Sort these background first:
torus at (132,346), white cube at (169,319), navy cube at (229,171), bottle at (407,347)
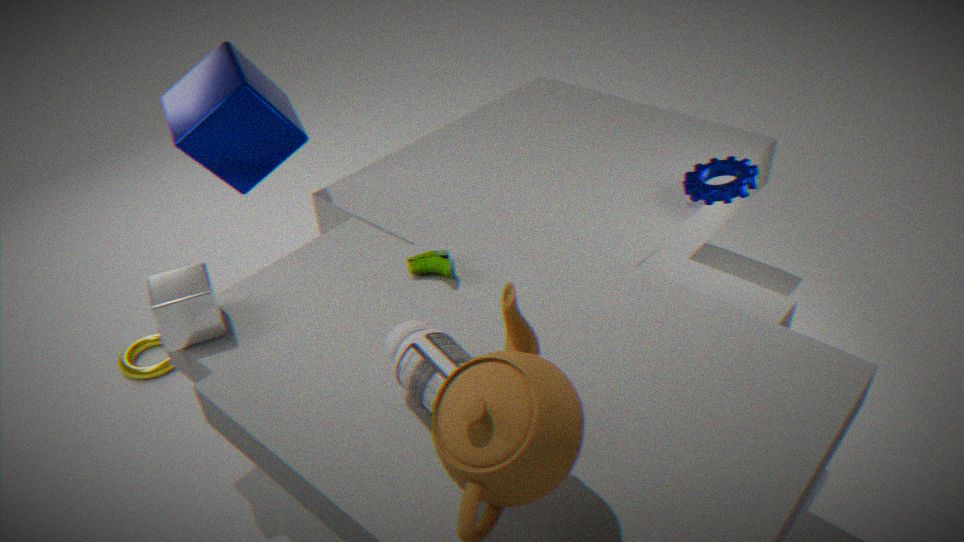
torus at (132,346)
navy cube at (229,171)
white cube at (169,319)
bottle at (407,347)
